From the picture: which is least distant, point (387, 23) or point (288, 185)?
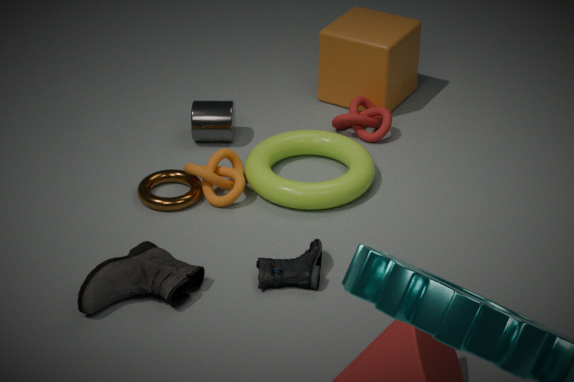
point (288, 185)
